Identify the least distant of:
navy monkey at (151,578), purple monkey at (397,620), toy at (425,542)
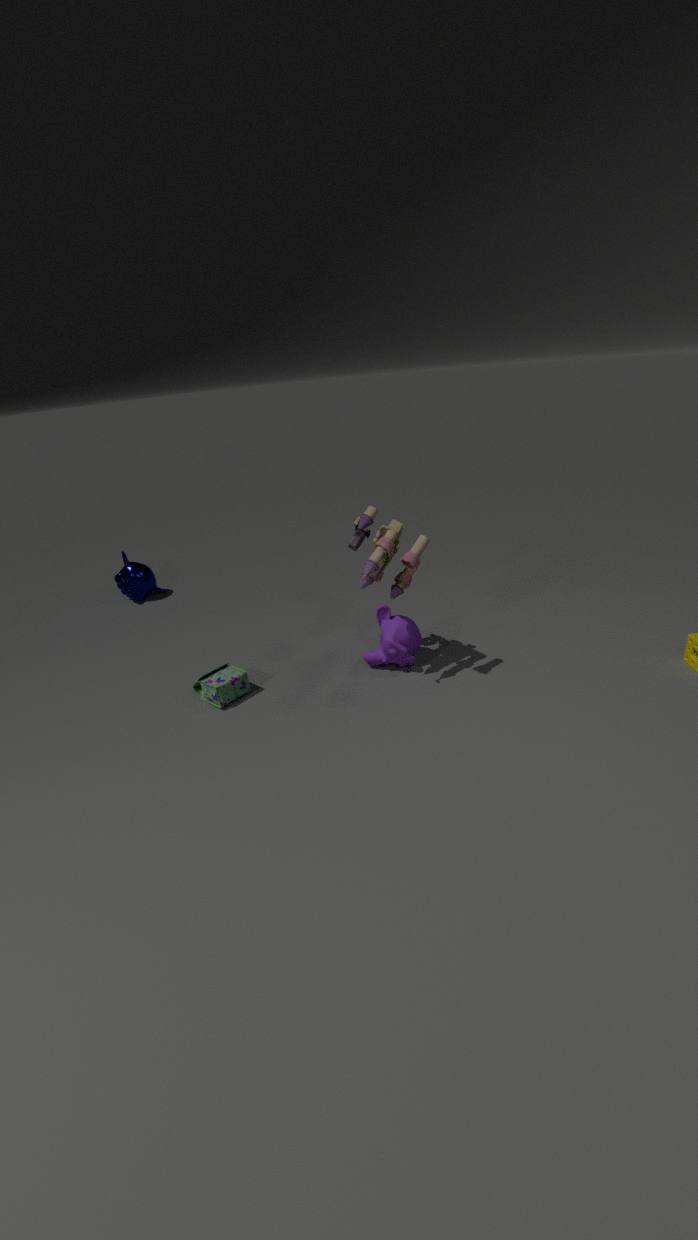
toy at (425,542)
